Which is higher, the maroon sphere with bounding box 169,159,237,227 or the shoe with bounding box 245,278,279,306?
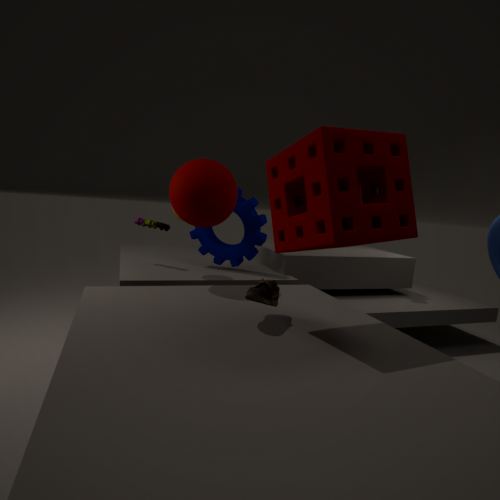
the maroon sphere with bounding box 169,159,237,227
